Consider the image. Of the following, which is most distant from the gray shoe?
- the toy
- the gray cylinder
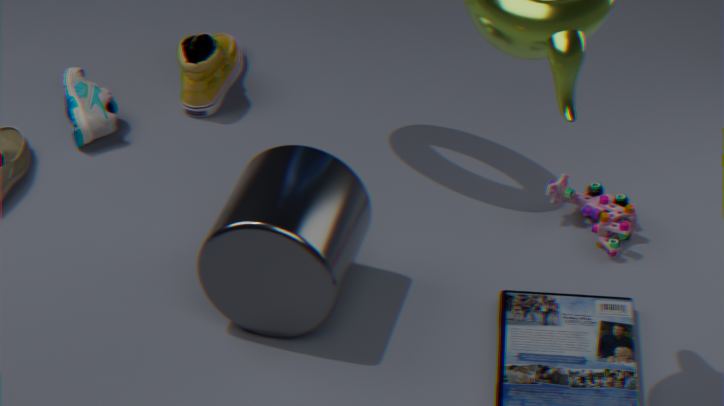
the toy
